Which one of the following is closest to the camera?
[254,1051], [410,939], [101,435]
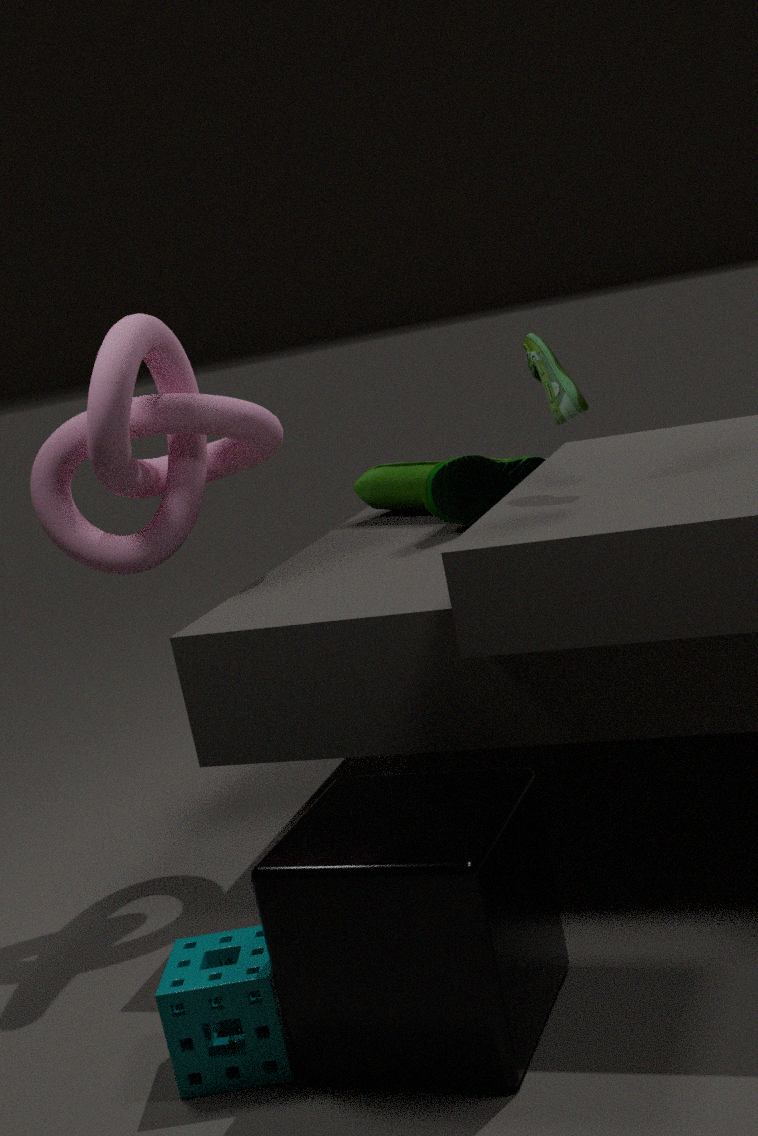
[410,939]
